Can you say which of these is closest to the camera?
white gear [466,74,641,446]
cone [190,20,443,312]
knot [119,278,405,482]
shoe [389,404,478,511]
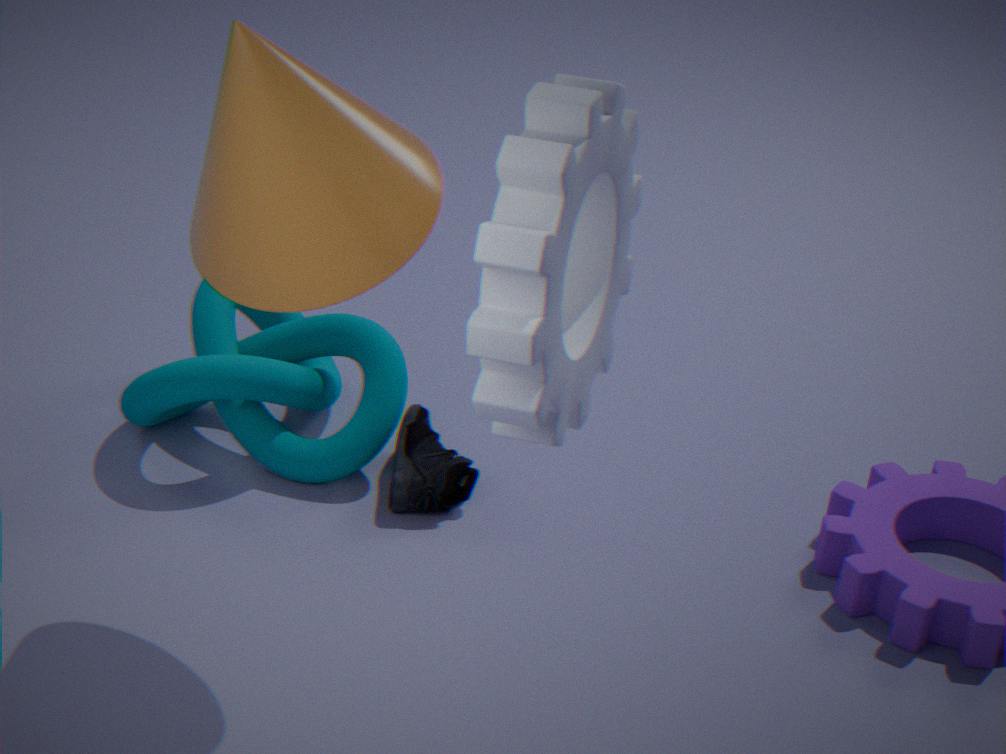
white gear [466,74,641,446]
